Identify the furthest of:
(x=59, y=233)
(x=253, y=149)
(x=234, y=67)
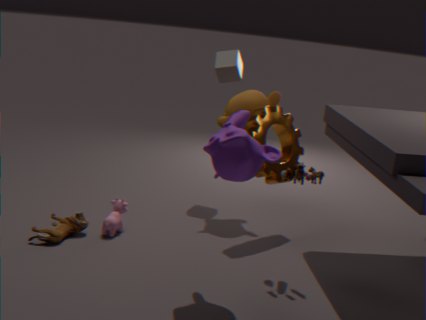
(x=234, y=67)
